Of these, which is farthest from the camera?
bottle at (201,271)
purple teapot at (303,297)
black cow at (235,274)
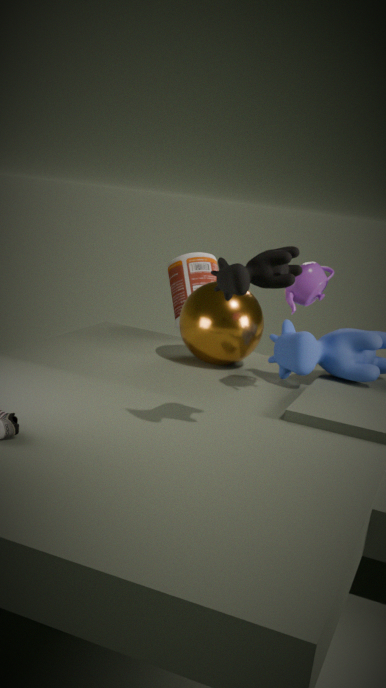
bottle at (201,271)
